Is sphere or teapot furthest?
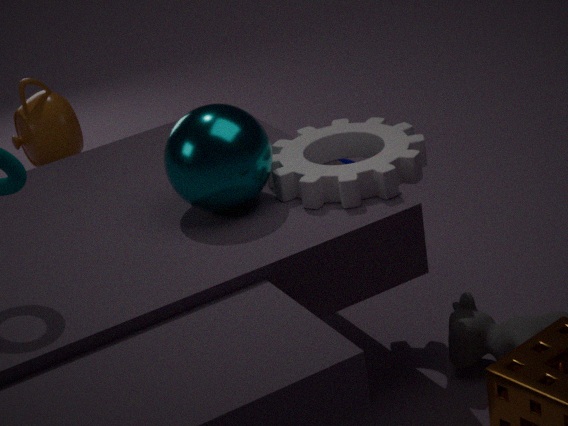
teapot
